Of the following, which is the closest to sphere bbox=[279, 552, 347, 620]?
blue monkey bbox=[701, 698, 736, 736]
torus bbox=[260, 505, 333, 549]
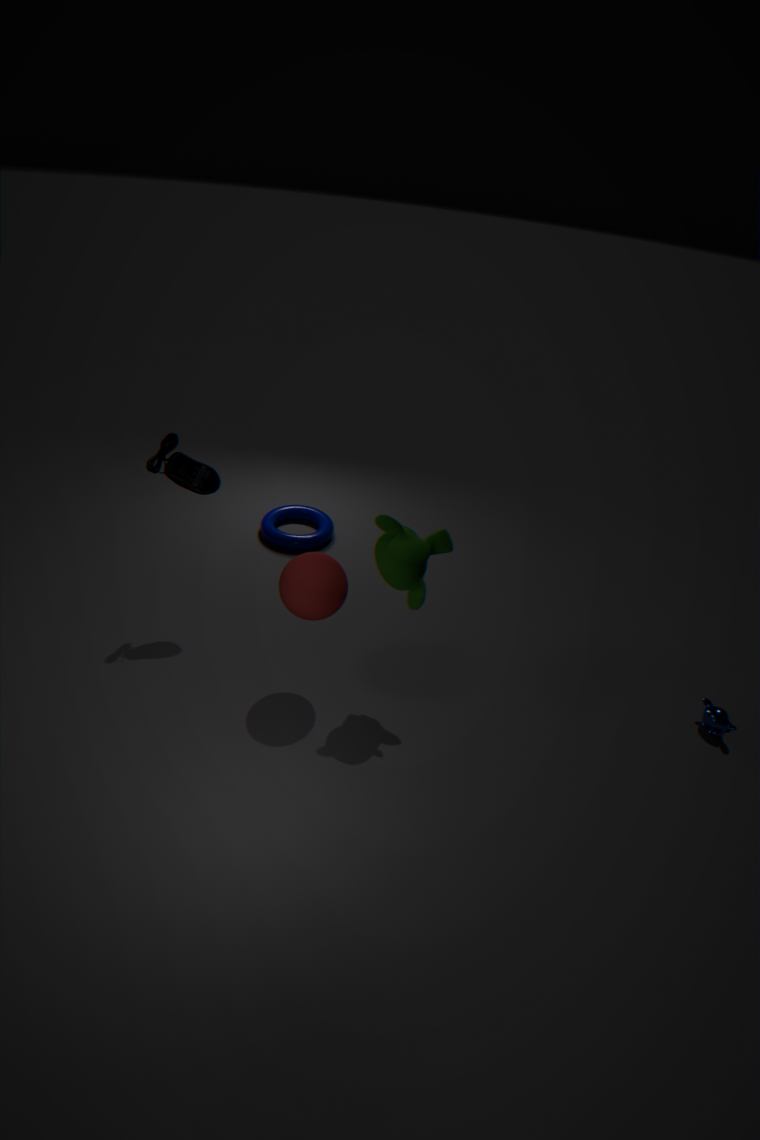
torus bbox=[260, 505, 333, 549]
